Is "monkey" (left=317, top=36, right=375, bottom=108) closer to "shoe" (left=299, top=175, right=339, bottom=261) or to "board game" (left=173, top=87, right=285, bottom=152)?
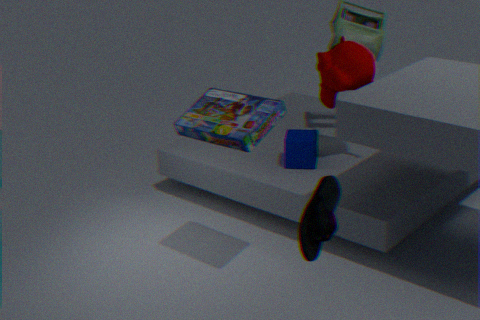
"board game" (left=173, top=87, right=285, bottom=152)
